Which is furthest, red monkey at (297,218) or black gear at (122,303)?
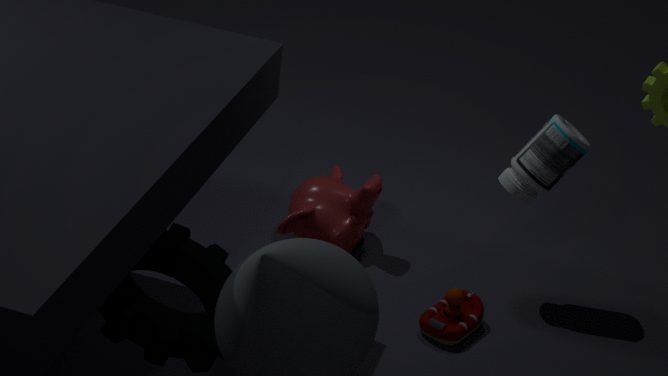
red monkey at (297,218)
